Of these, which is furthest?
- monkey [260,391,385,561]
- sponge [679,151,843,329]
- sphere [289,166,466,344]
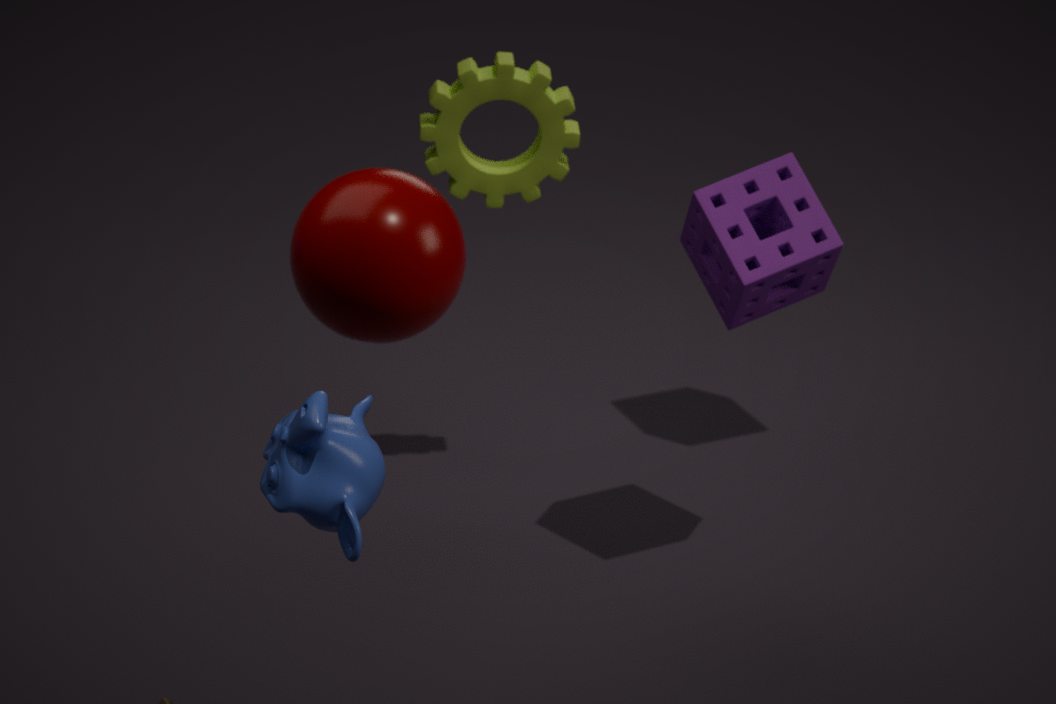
sponge [679,151,843,329]
